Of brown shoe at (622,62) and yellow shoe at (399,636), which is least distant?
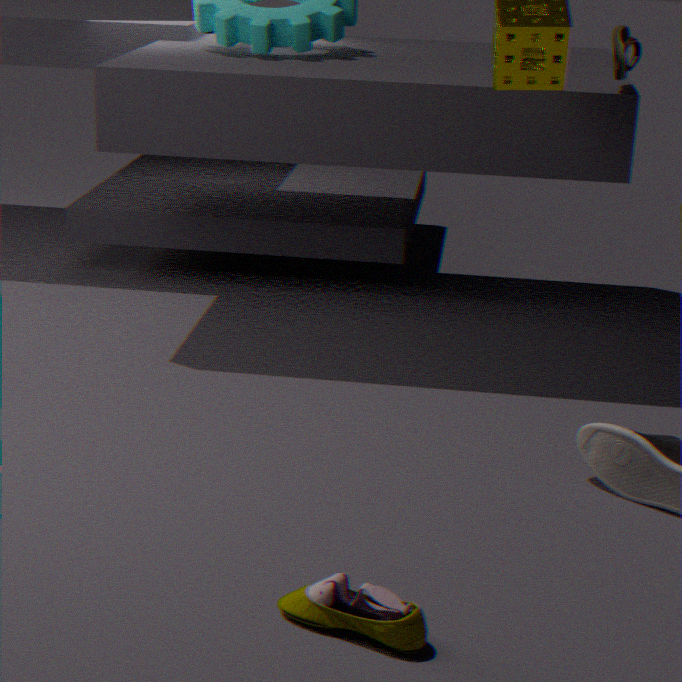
yellow shoe at (399,636)
